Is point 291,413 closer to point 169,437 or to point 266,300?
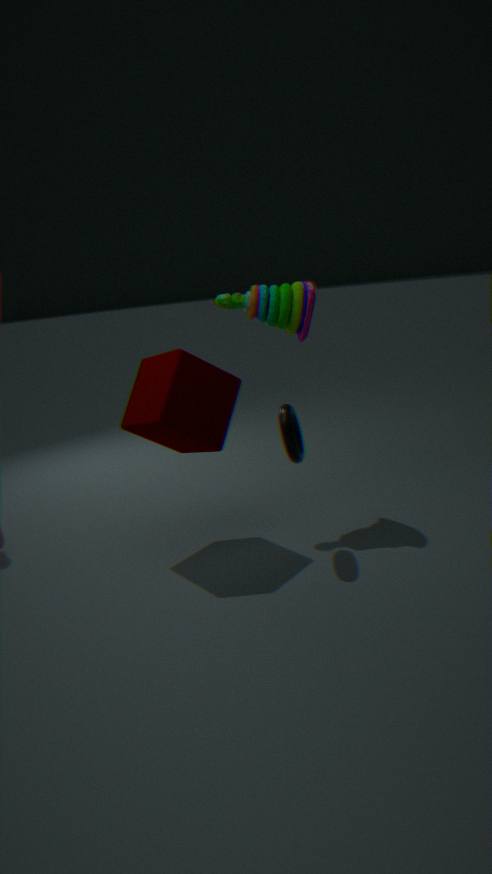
point 169,437
